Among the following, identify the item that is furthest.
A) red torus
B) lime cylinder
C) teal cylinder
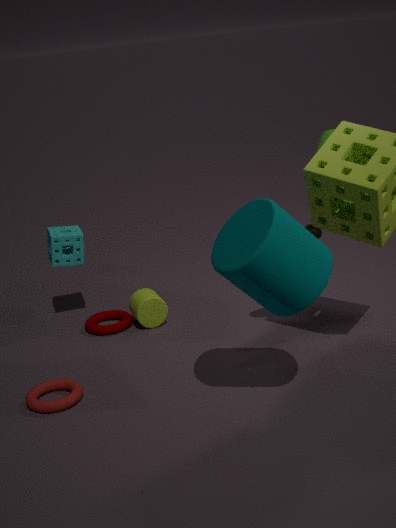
lime cylinder
